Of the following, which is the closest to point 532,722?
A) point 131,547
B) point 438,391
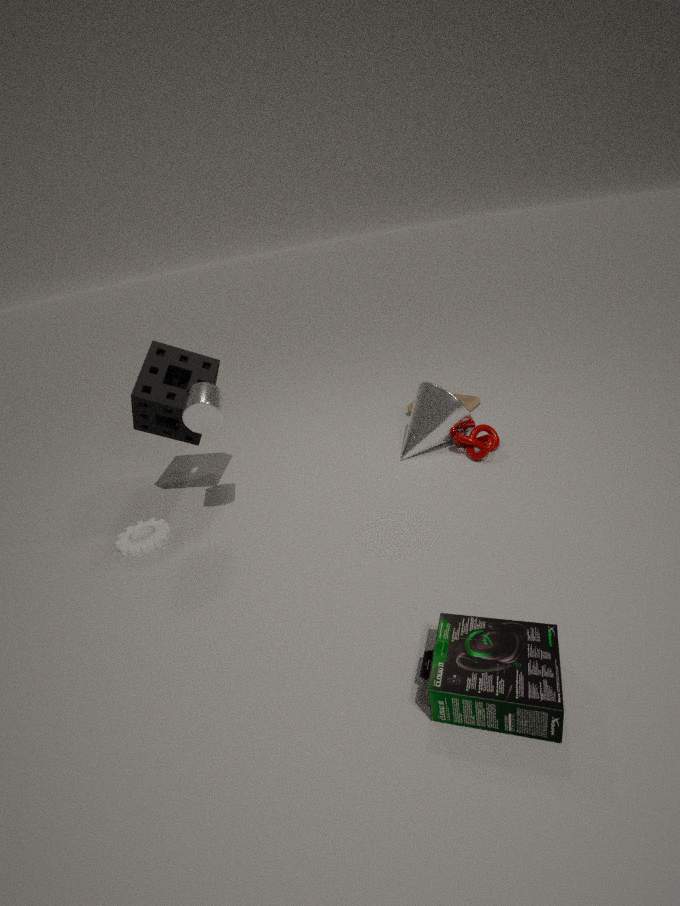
point 438,391
